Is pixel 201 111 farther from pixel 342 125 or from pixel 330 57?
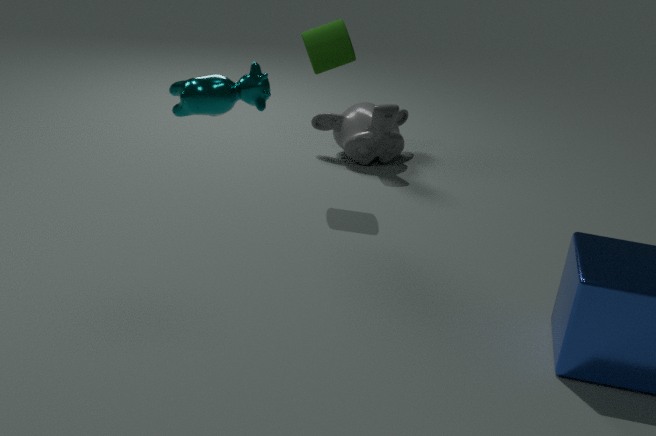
pixel 342 125
